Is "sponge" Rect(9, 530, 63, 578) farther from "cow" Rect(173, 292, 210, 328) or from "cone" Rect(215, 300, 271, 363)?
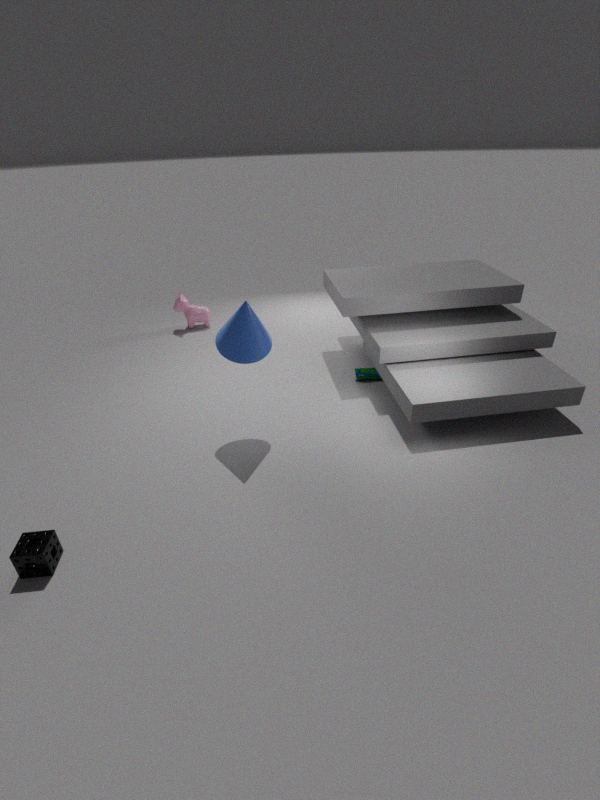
"cow" Rect(173, 292, 210, 328)
